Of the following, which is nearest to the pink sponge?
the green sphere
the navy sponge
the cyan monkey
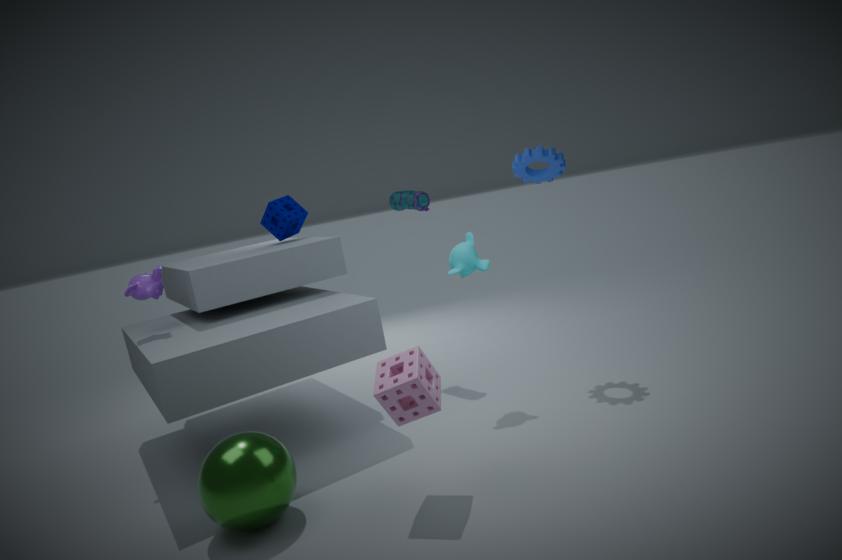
the green sphere
